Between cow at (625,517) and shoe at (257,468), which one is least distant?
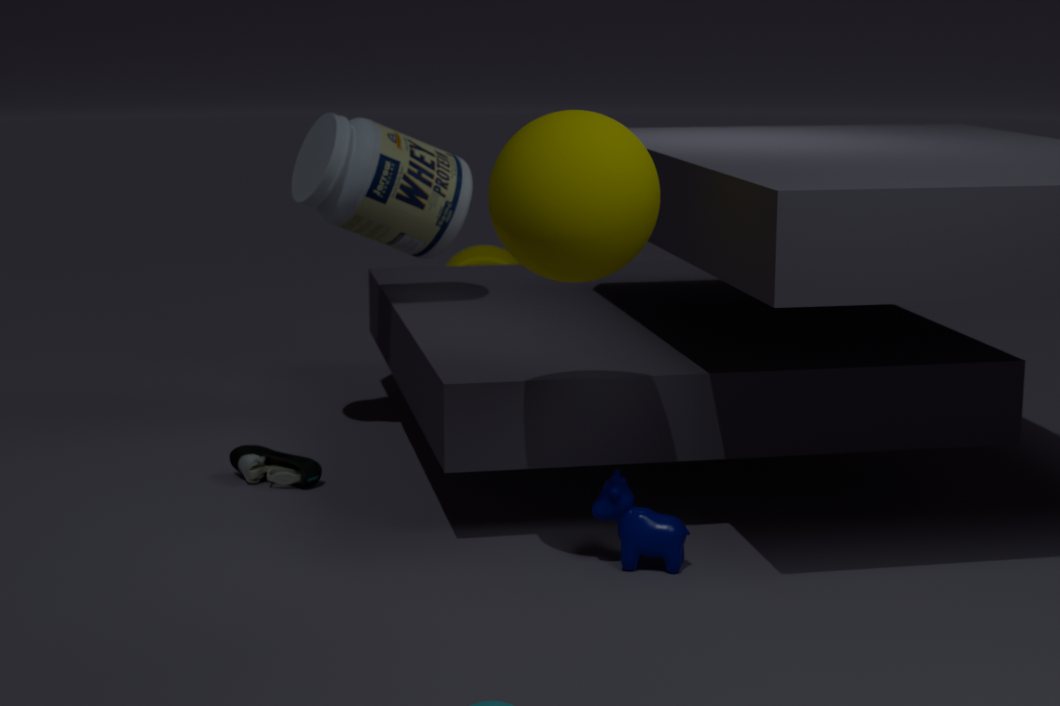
cow at (625,517)
